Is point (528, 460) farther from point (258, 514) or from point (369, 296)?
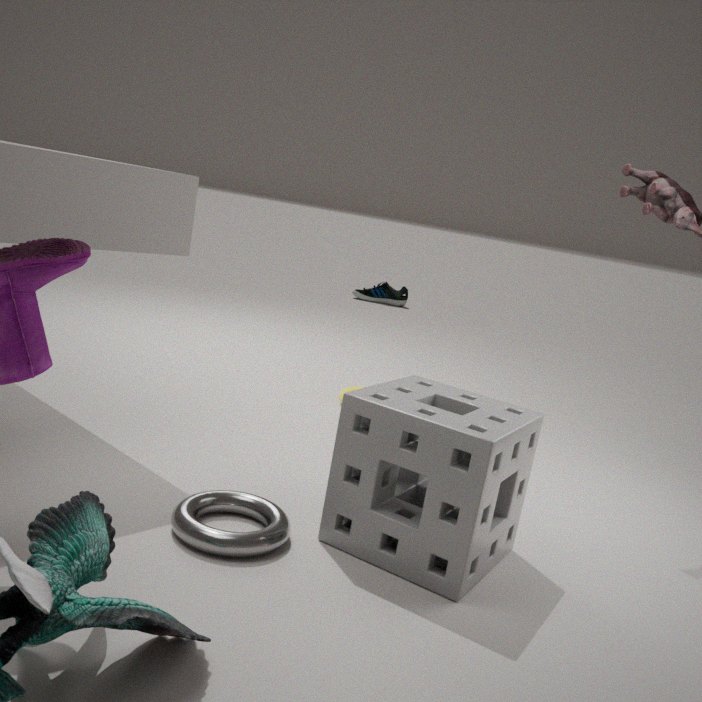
point (369, 296)
